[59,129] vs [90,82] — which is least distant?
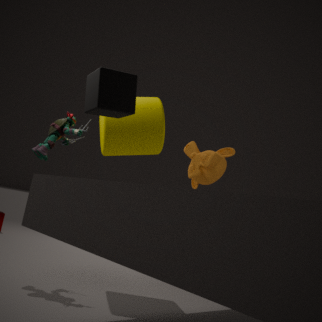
[90,82]
